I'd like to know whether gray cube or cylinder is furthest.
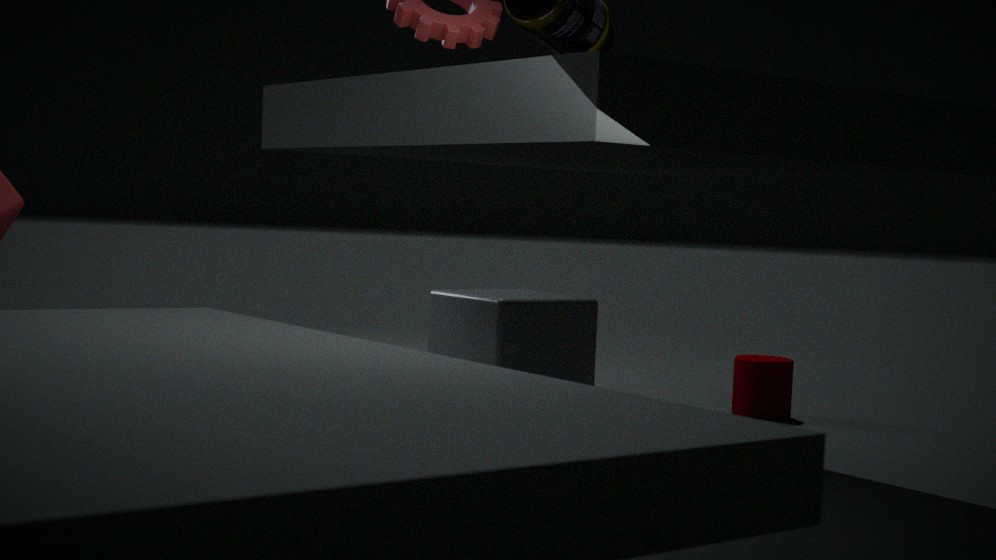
cylinder
